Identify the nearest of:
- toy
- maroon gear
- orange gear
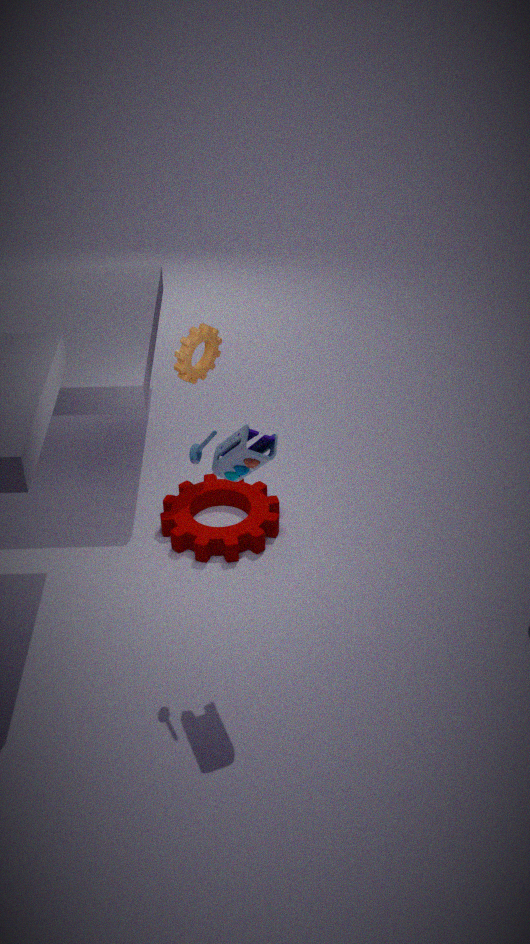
toy
